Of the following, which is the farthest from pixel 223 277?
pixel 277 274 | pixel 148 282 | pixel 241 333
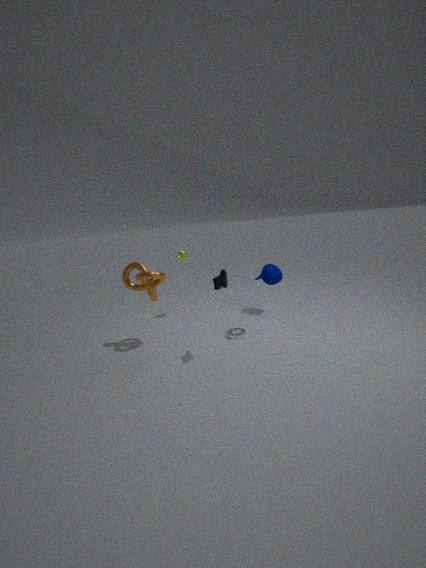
pixel 277 274
